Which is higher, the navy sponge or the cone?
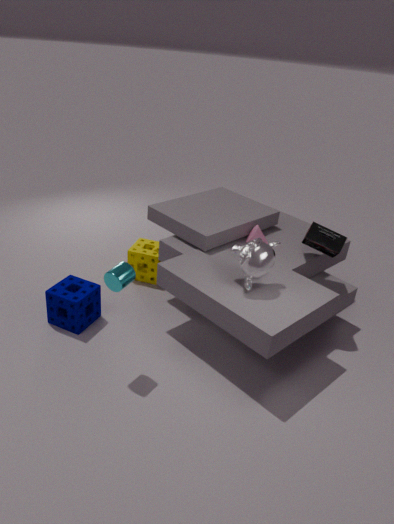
the cone
